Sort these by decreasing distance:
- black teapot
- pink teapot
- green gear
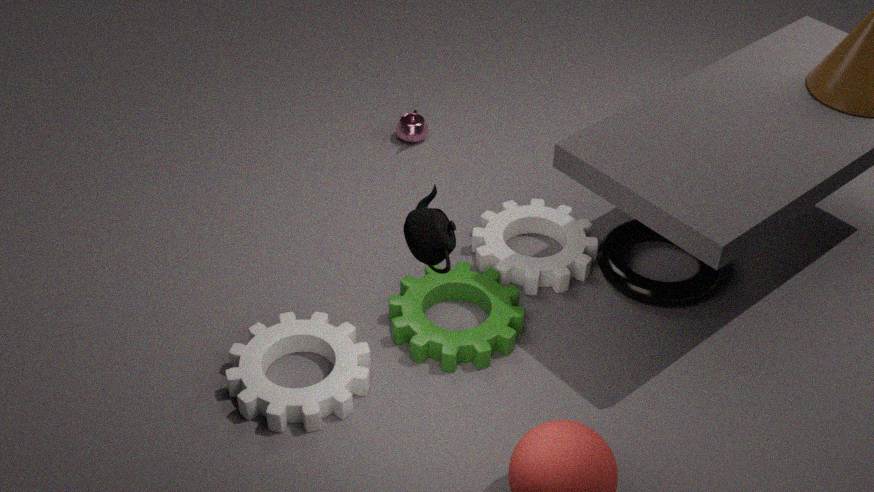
pink teapot, green gear, black teapot
